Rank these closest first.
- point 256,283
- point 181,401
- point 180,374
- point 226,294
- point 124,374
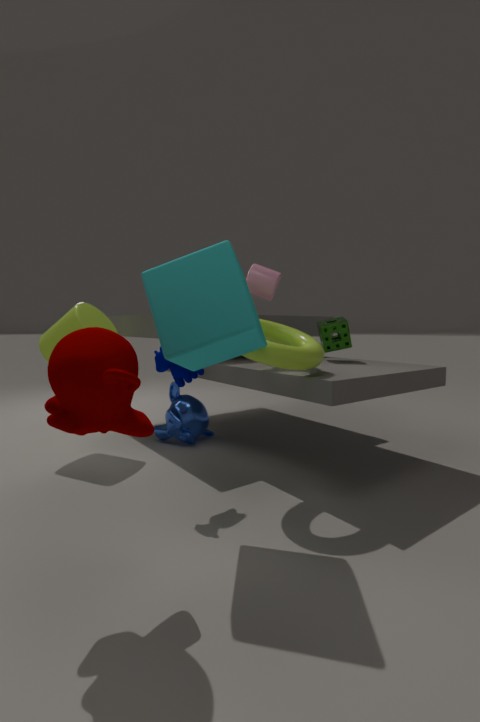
point 124,374 → point 226,294 → point 180,374 → point 256,283 → point 181,401
